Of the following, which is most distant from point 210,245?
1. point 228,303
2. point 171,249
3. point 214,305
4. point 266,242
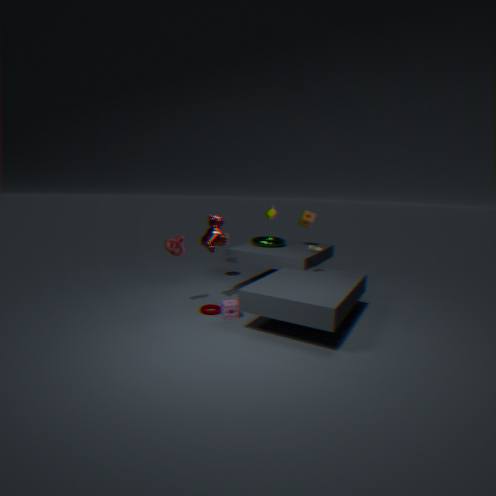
point 266,242
